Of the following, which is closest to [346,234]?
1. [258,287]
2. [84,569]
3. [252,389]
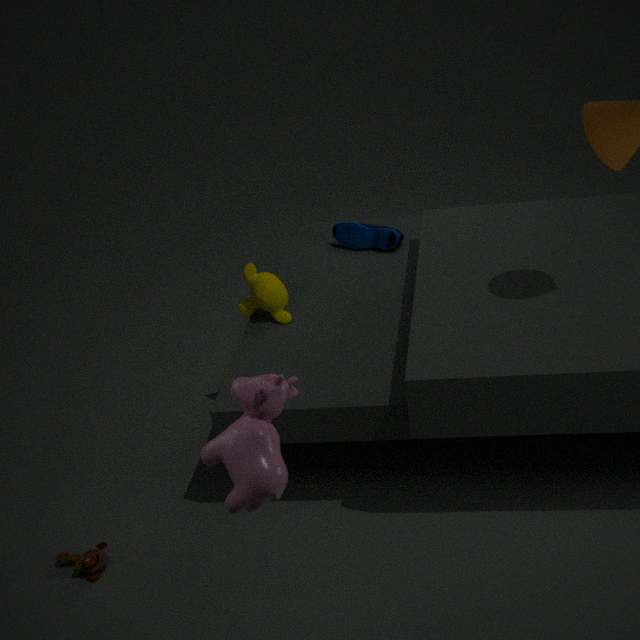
[258,287]
